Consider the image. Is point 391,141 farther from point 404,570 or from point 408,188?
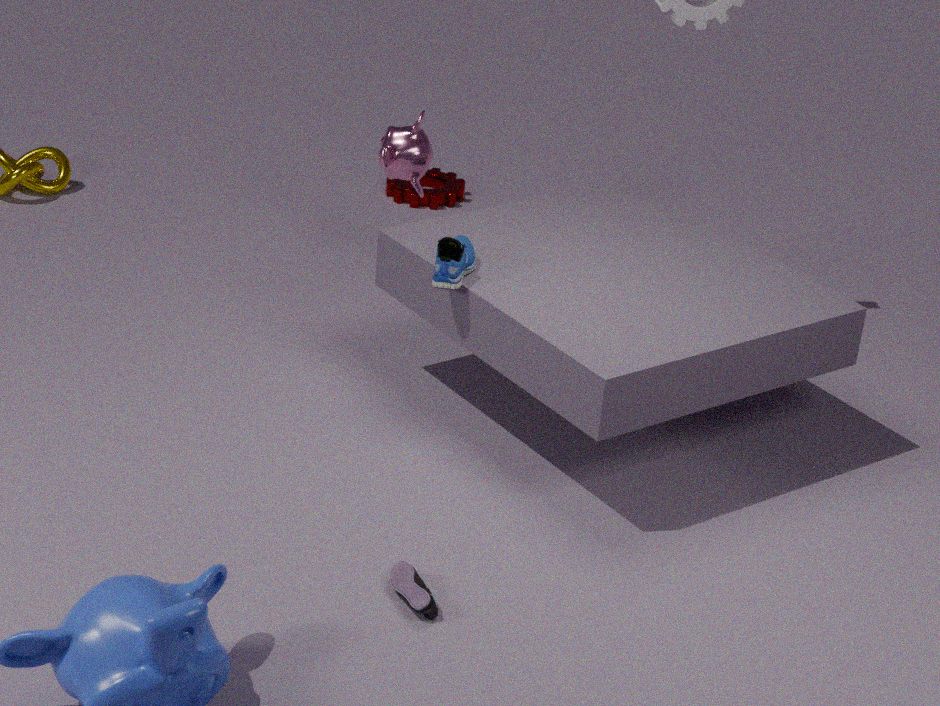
point 404,570
